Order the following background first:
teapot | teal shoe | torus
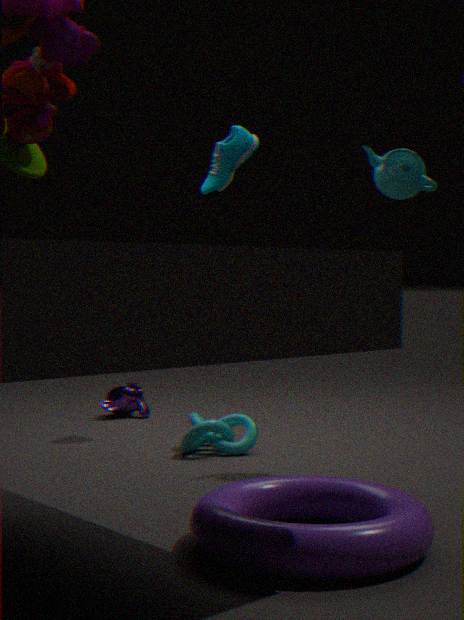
teal shoe
teapot
torus
